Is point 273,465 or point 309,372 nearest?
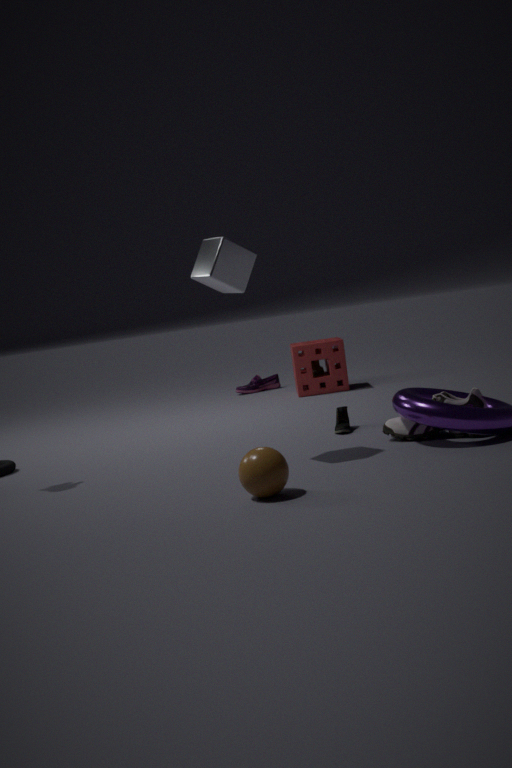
point 273,465
